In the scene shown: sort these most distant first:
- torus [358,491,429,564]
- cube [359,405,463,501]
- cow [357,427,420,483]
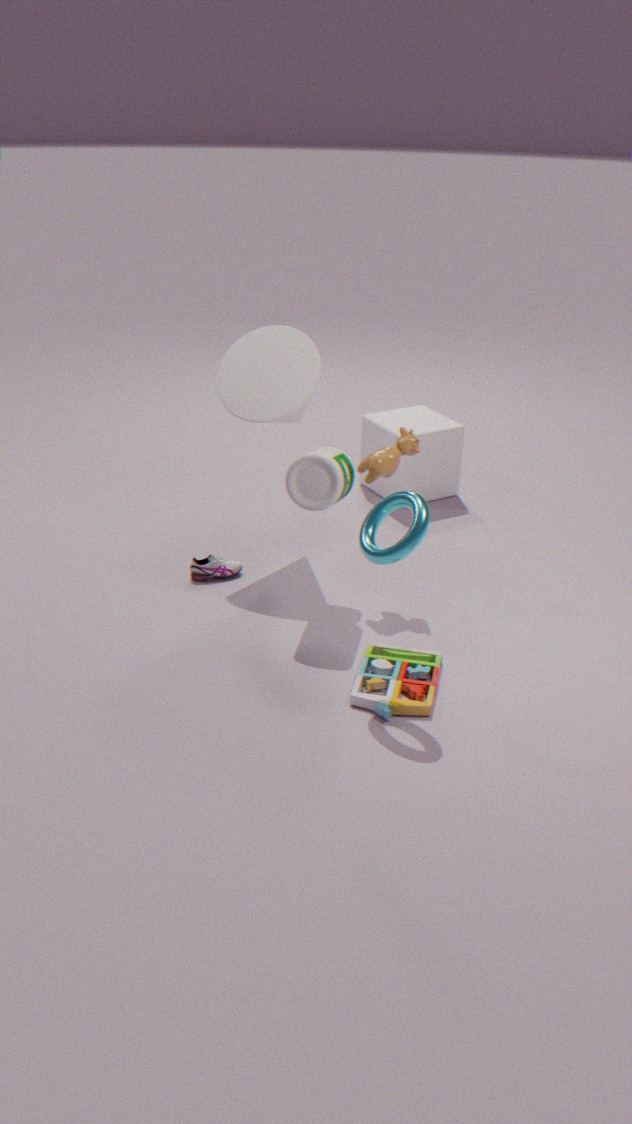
cube [359,405,463,501] < cow [357,427,420,483] < torus [358,491,429,564]
